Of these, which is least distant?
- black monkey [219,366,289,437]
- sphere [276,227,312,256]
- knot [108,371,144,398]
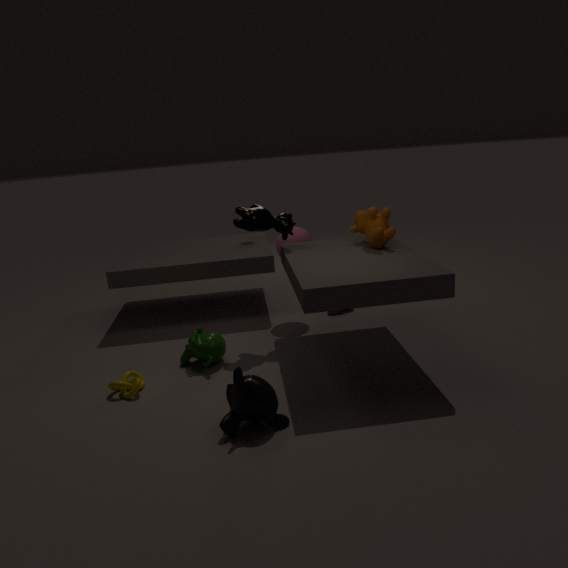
black monkey [219,366,289,437]
